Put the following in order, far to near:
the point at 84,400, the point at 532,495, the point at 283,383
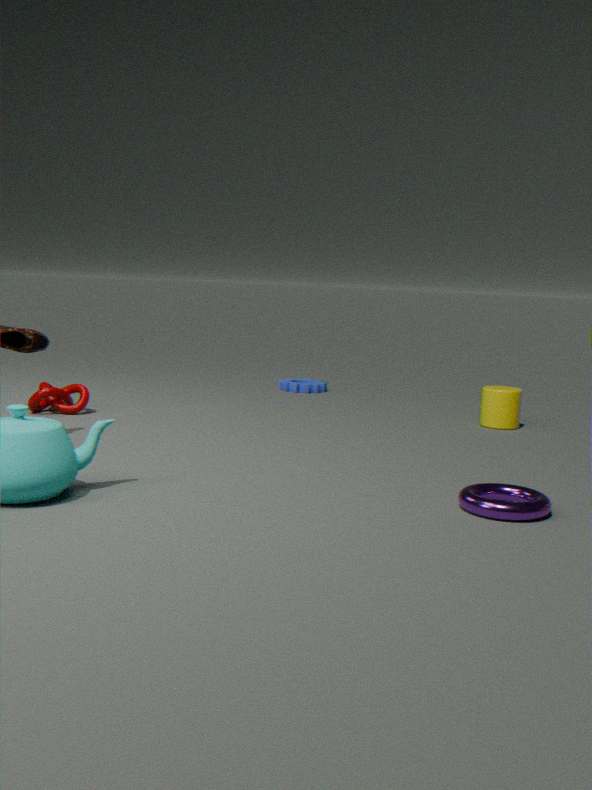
the point at 283,383 < the point at 84,400 < the point at 532,495
